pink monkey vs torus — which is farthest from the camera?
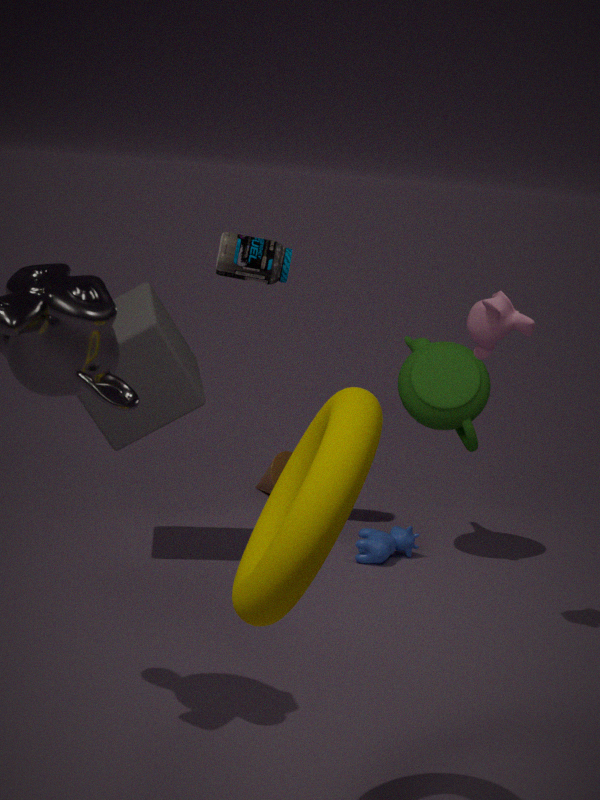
pink monkey
